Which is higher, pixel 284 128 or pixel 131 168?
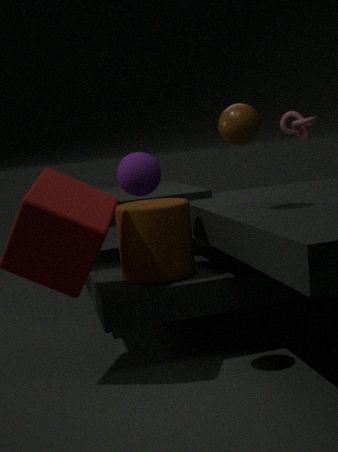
pixel 284 128
